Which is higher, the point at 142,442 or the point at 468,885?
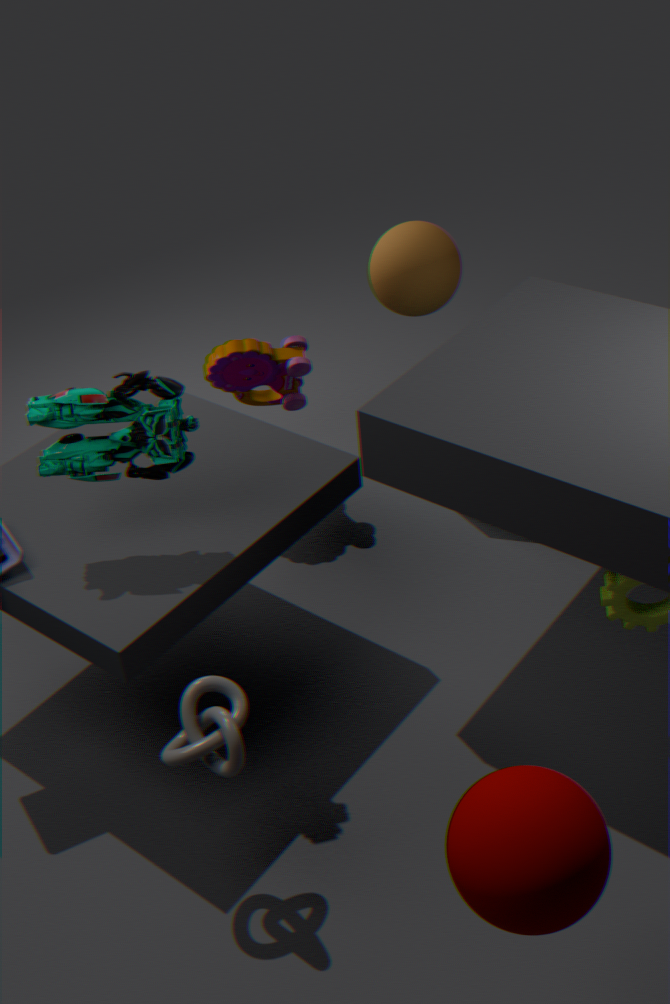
the point at 142,442
